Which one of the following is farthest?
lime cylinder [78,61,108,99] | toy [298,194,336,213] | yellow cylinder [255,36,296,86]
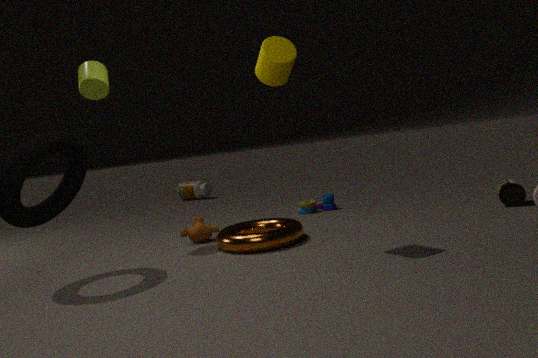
toy [298,194,336,213]
